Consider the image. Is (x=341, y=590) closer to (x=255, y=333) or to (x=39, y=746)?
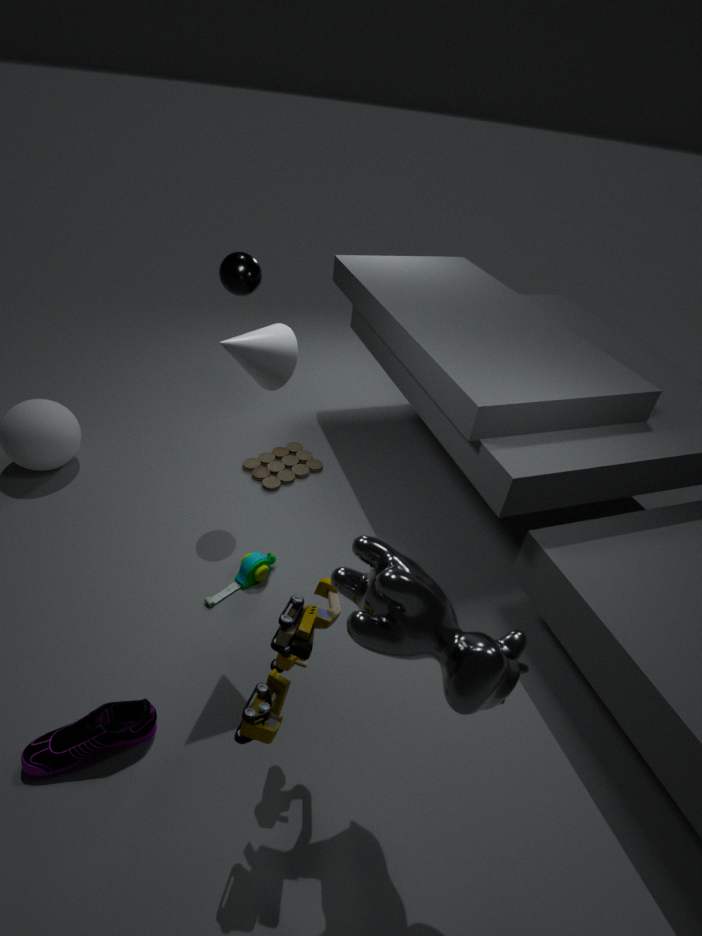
(x=255, y=333)
